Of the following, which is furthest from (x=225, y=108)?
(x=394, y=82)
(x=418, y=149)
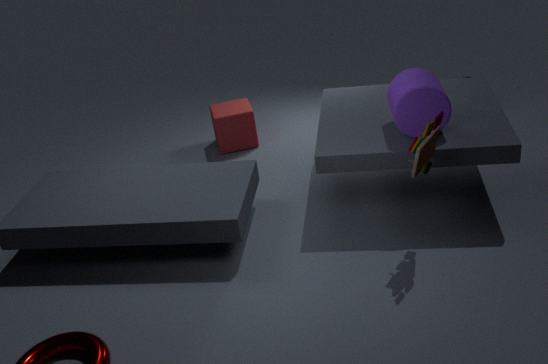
(x=418, y=149)
